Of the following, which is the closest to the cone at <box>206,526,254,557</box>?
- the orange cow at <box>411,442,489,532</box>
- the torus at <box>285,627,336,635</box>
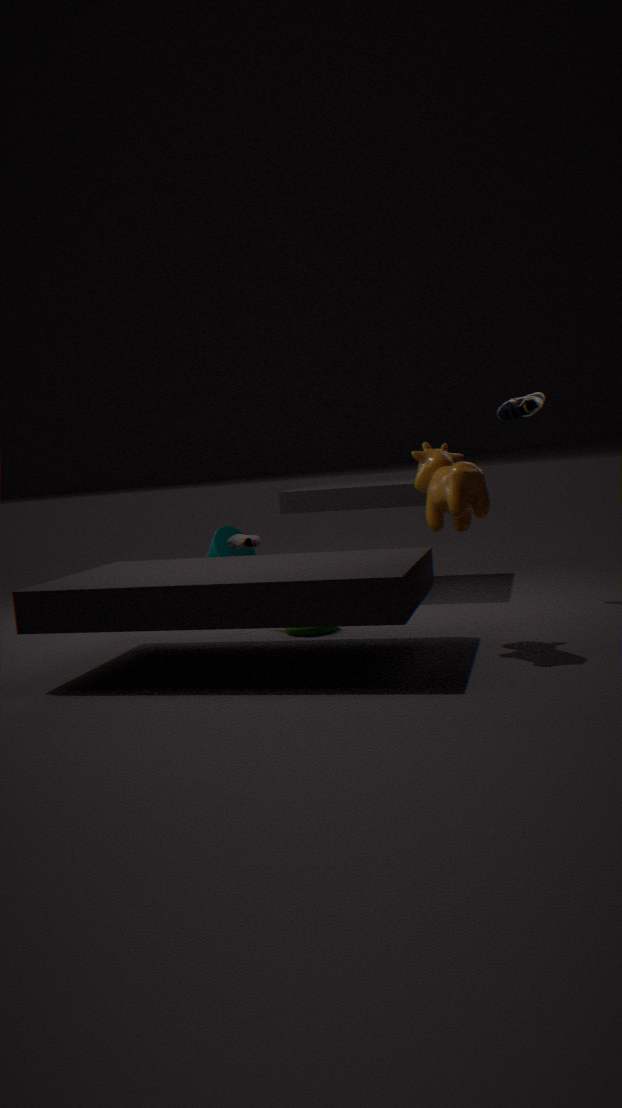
the torus at <box>285,627,336,635</box>
